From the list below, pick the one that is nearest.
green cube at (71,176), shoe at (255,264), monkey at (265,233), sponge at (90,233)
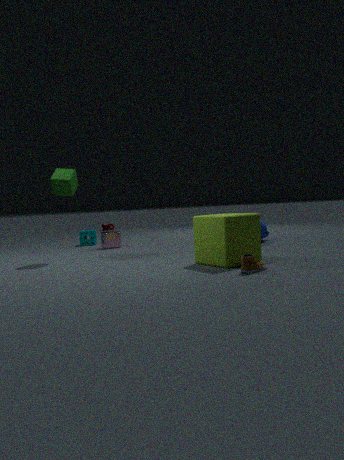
shoe at (255,264)
